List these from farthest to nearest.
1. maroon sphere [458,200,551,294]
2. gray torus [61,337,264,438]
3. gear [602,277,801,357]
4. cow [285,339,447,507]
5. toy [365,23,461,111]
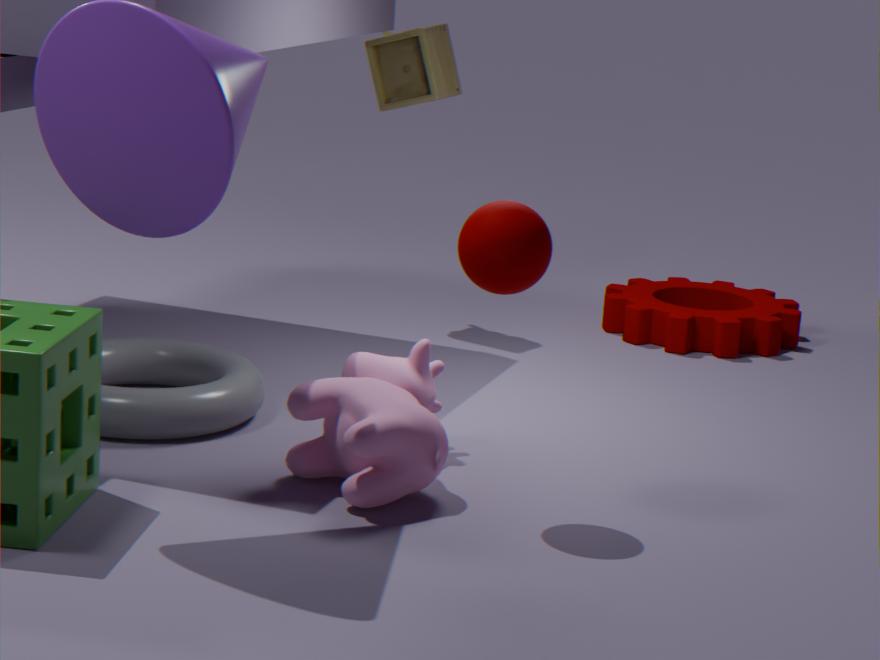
gear [602,277,801,357] → toy [365,23,461,111] → gray torus [61,337,264,438] → cow [285,339,447,507] → maroon sphere [458,200,551,294]
